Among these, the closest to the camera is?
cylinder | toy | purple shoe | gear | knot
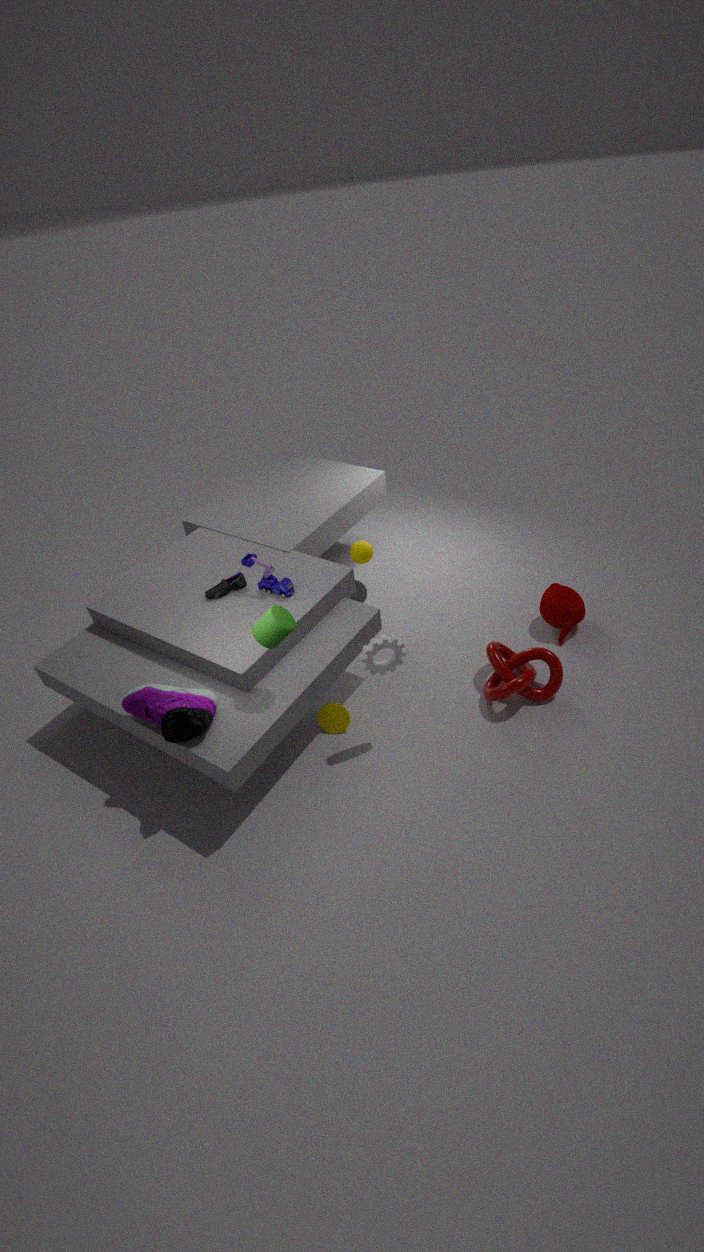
cylinder
